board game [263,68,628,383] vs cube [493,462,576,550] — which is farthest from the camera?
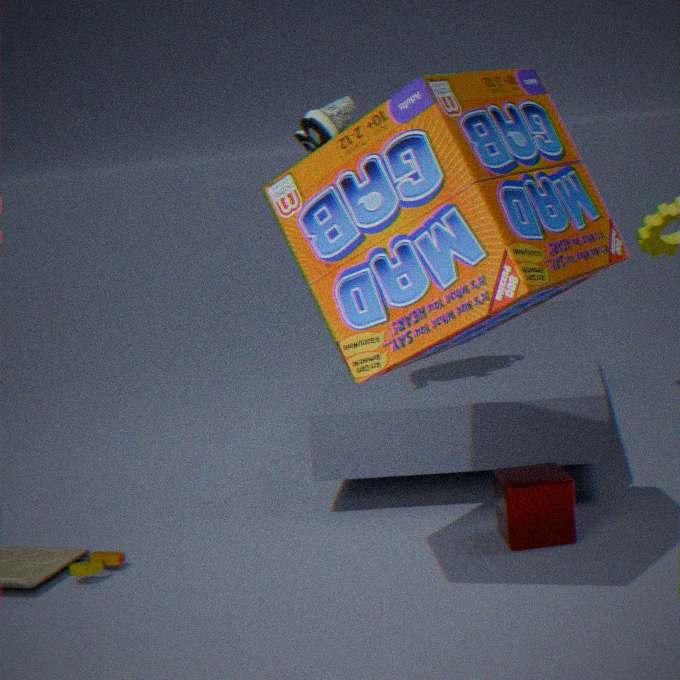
cube [493,462,576,550]
